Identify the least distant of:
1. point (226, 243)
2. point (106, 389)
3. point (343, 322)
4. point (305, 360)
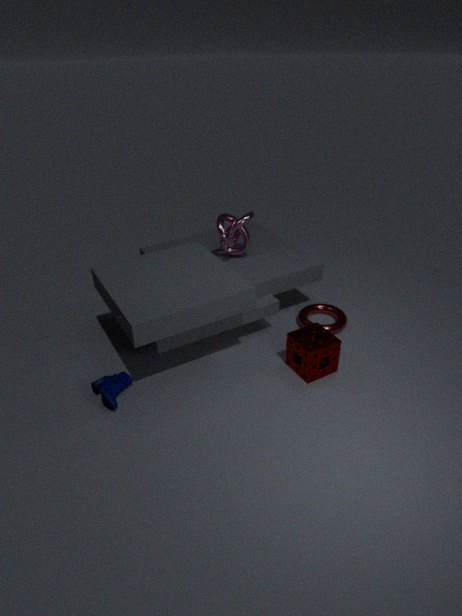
point (106, 389)
